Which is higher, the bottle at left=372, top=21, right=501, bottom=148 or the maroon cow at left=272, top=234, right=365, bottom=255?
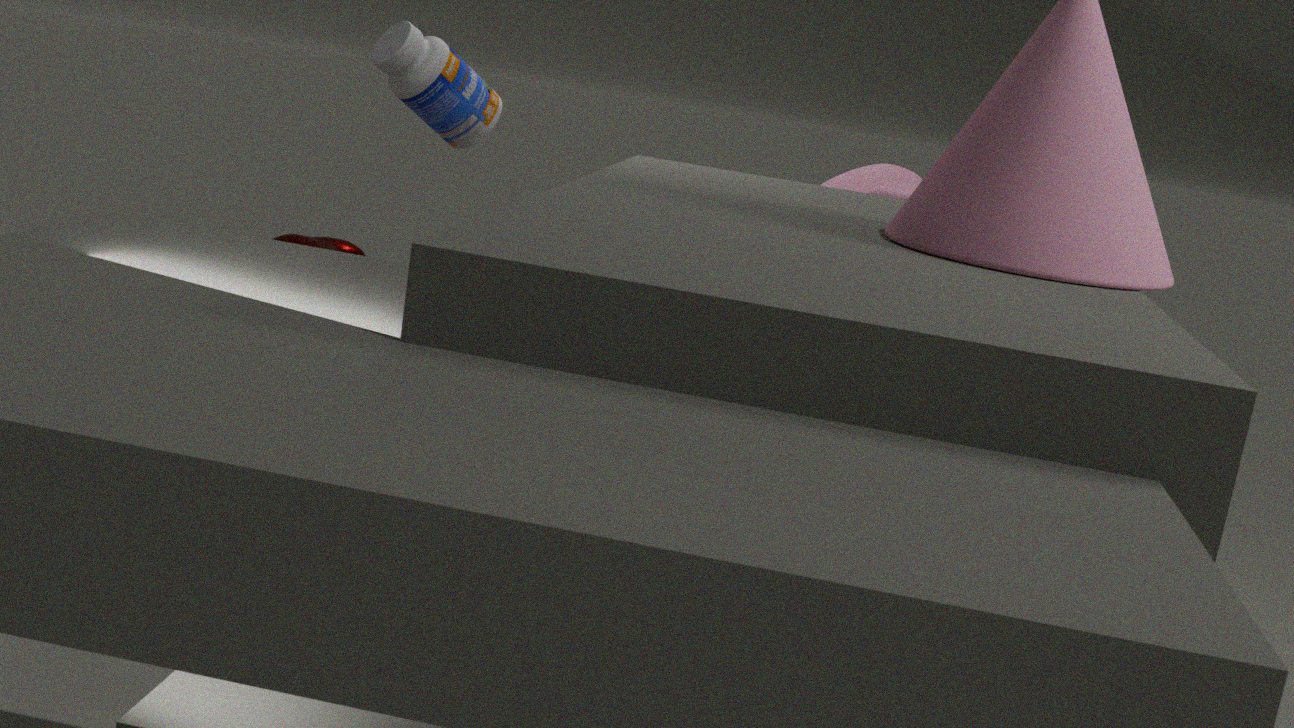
the bottle at left=372, top=21, right=501, bottom=148
